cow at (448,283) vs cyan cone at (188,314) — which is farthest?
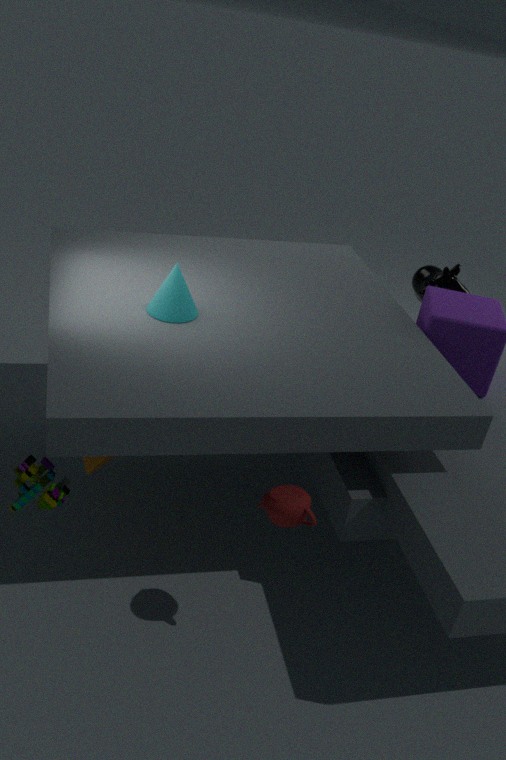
cow at (448,283)
